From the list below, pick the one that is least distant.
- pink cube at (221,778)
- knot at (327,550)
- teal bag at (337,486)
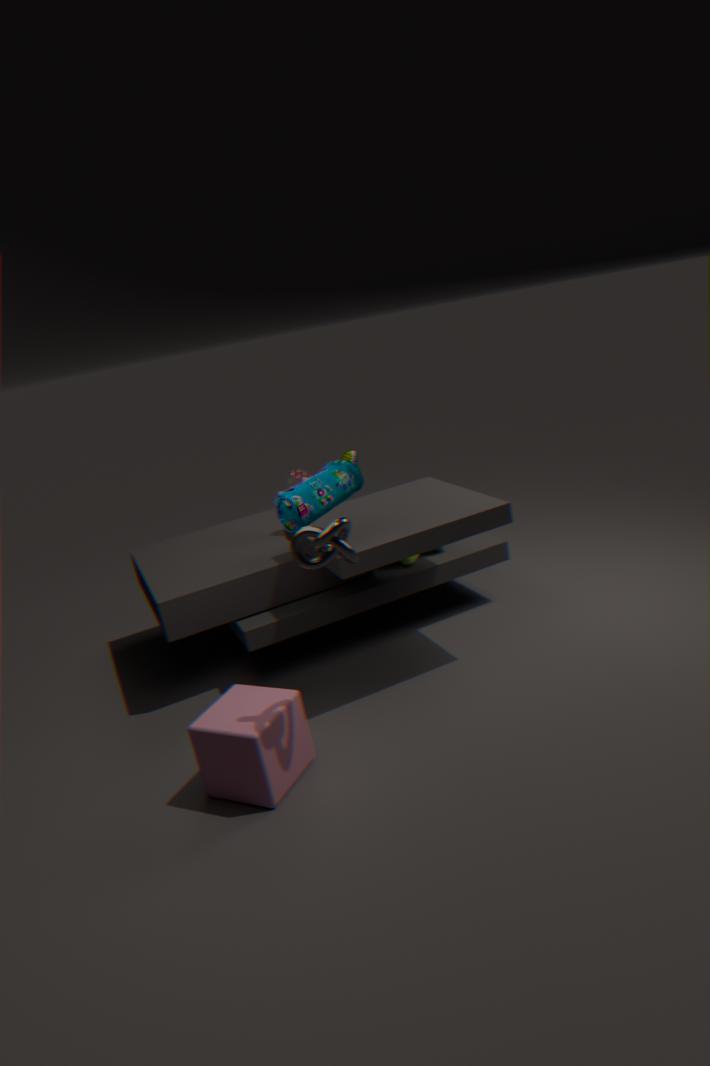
knot at (327,550)
